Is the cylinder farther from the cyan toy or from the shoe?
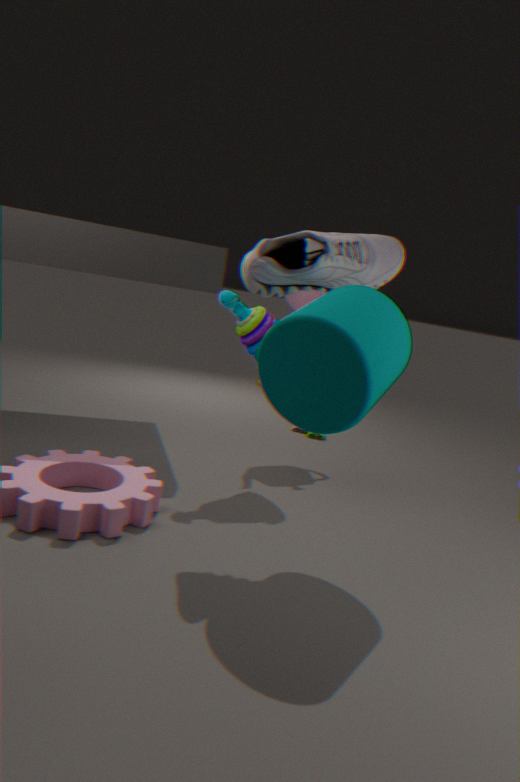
the cyan toy
